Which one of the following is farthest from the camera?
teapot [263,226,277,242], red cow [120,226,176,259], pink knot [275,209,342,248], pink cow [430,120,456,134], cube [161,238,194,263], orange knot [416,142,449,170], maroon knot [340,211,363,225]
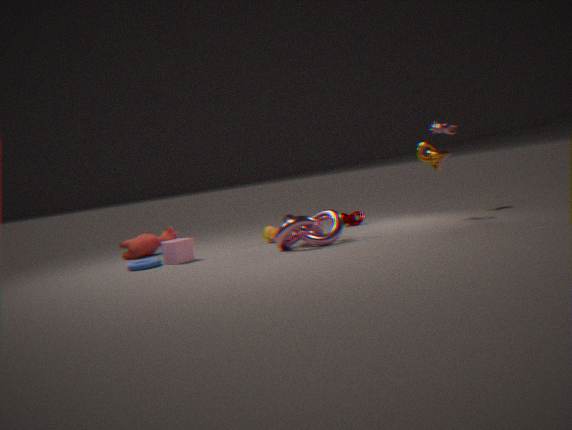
maroon knot [340,211,363,225]
